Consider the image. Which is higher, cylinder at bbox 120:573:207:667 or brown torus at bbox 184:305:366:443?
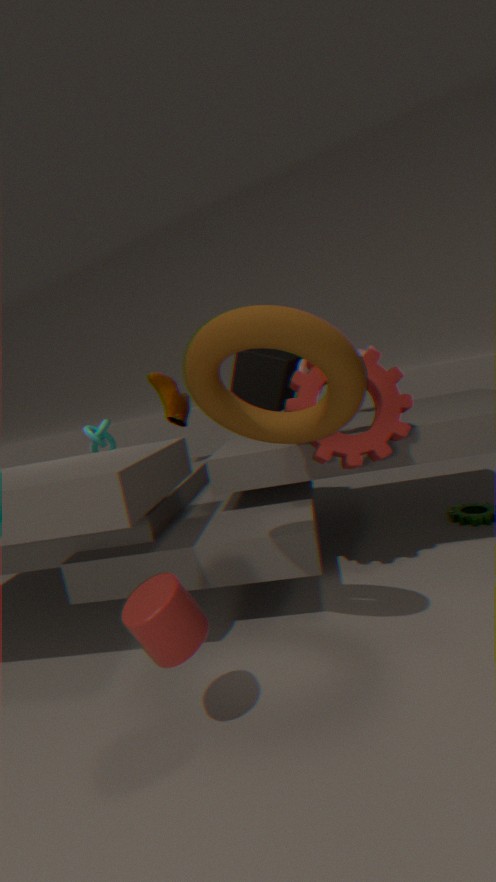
brown torus at bbox 184:305:366:443
